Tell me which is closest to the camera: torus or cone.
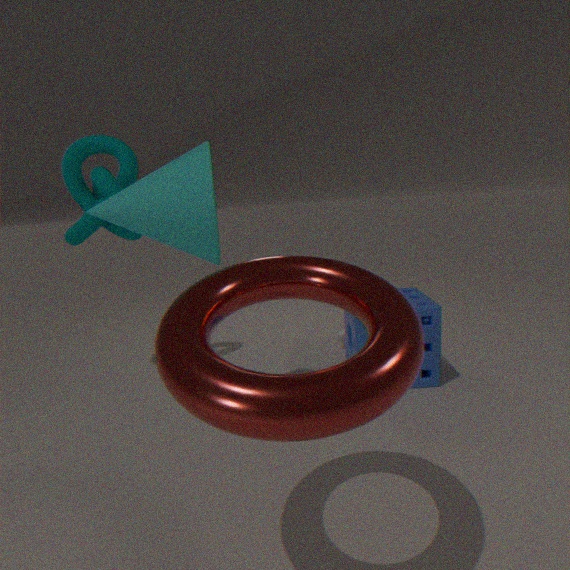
torus
